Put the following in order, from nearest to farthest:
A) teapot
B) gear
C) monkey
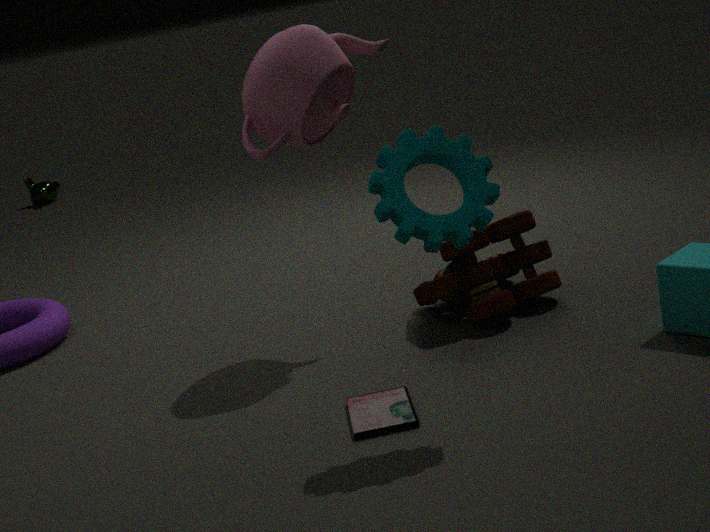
gear → teapot → monkey
